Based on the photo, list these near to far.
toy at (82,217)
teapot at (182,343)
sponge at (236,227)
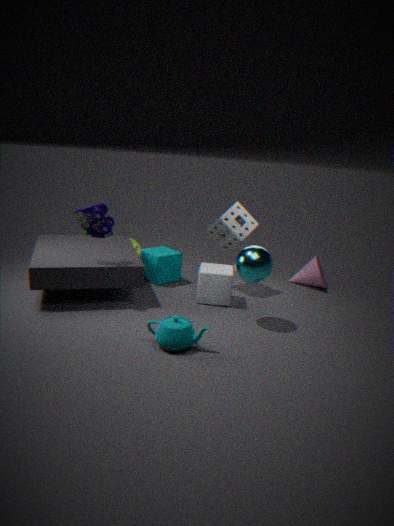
teapot at (182,343), toy at (82,217), sponge at (236,227)
